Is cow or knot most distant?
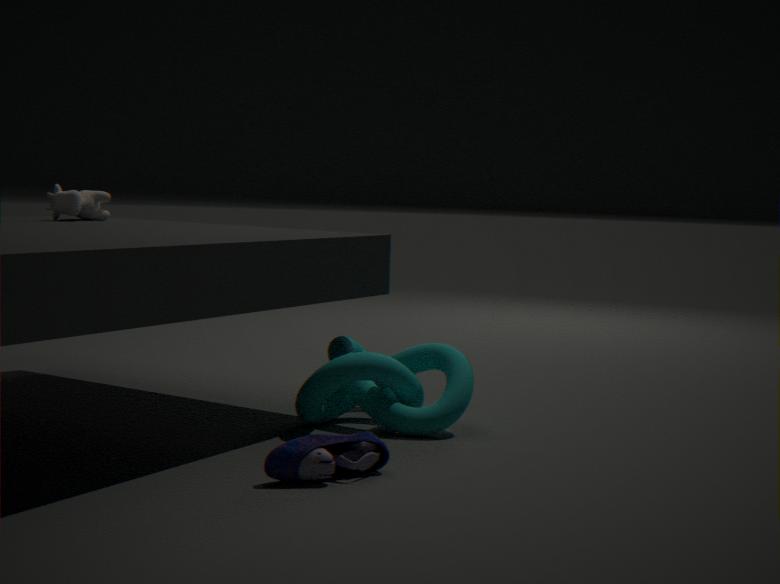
cow
